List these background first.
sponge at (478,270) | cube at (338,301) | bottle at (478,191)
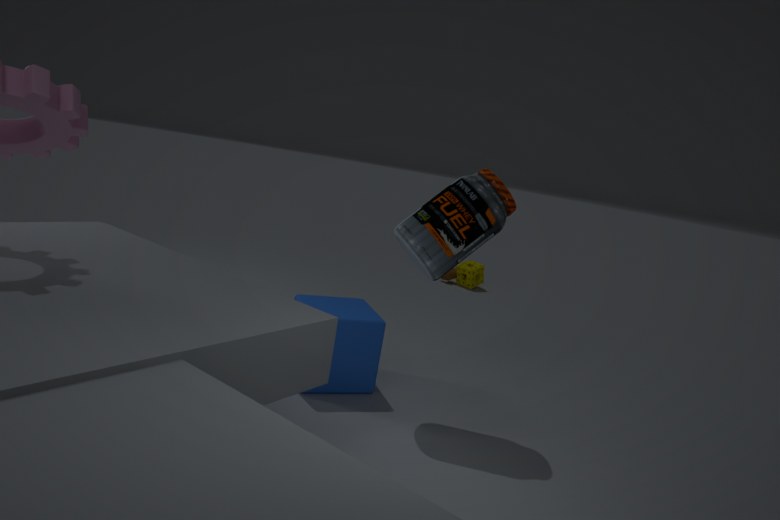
1. sponge at (478,270)
2. cube at (338,301)
3. bottle at (478,191)
